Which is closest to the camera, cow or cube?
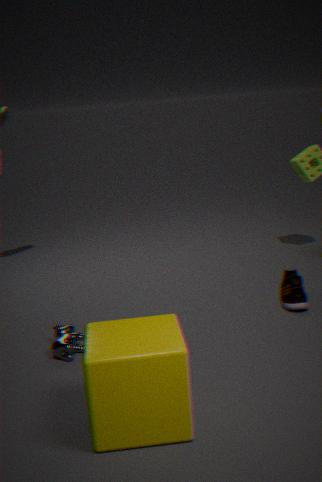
cube
